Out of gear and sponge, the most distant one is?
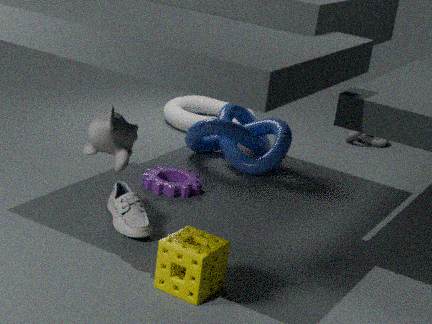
gear
